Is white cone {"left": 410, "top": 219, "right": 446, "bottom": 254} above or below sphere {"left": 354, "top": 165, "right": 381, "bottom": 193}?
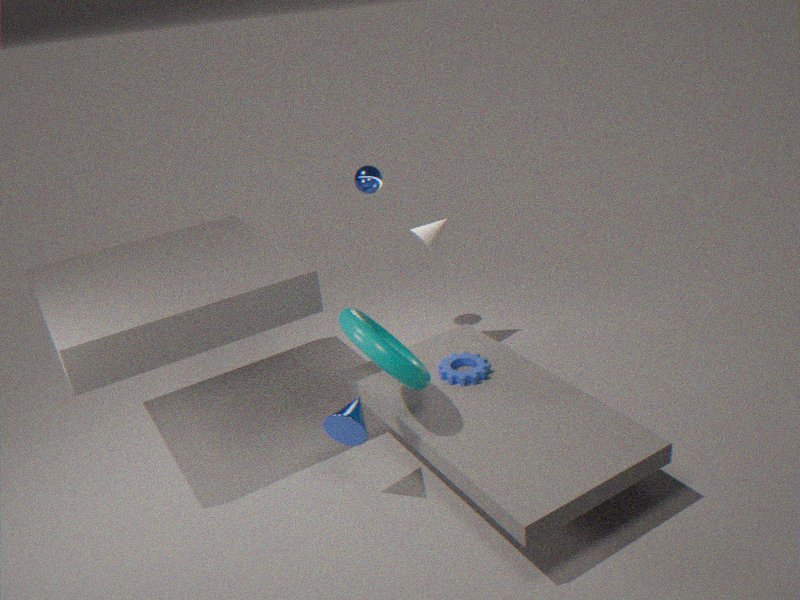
below
